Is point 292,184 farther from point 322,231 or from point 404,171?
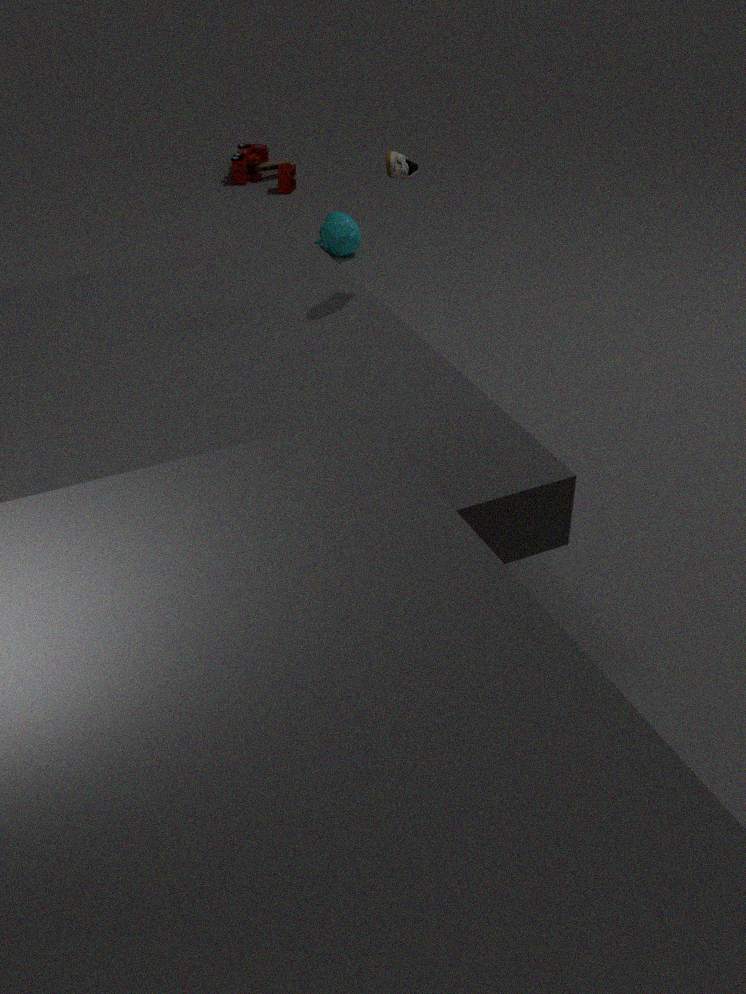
point 404,171
